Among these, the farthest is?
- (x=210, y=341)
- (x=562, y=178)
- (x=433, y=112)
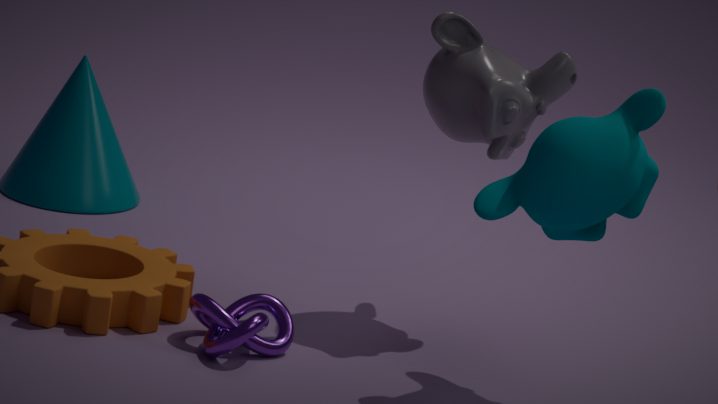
(x=433, y=112)
